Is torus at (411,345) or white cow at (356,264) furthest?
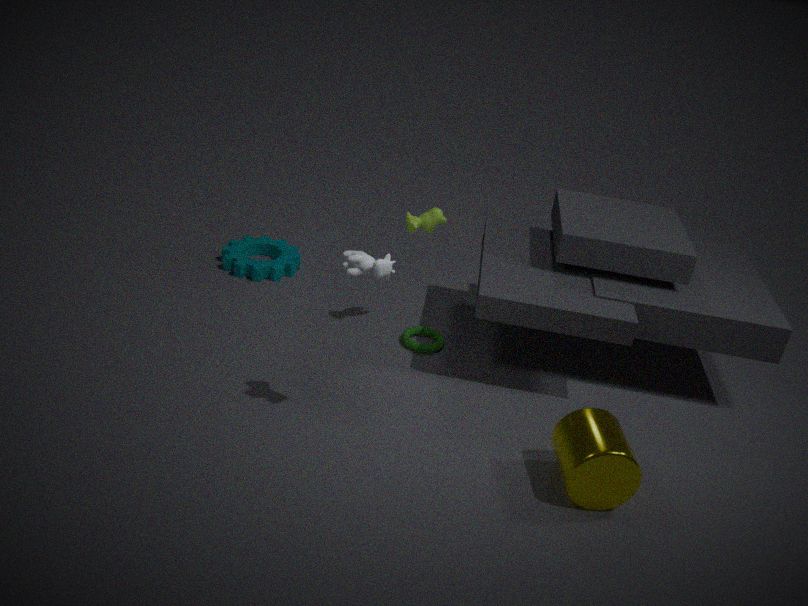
torus at (411,345)
